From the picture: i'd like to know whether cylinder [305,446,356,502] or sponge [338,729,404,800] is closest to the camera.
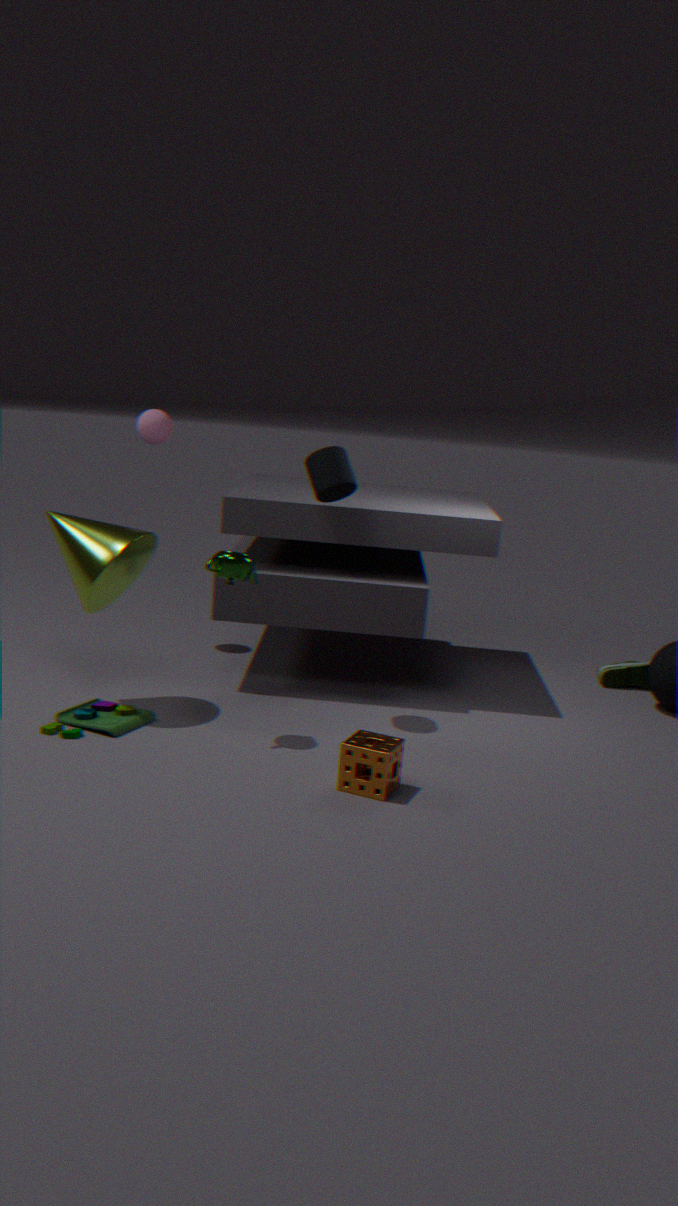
sponge [338,729,404,800]
